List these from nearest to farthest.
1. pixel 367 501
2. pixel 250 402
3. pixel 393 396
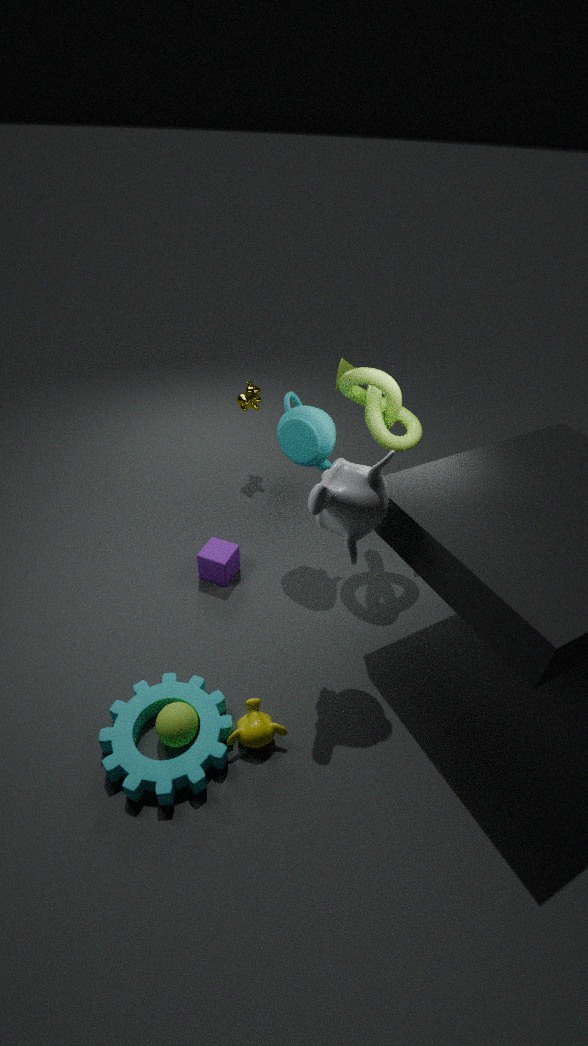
pixel 367 501 < pixel 393 396 < pixel 250 402
